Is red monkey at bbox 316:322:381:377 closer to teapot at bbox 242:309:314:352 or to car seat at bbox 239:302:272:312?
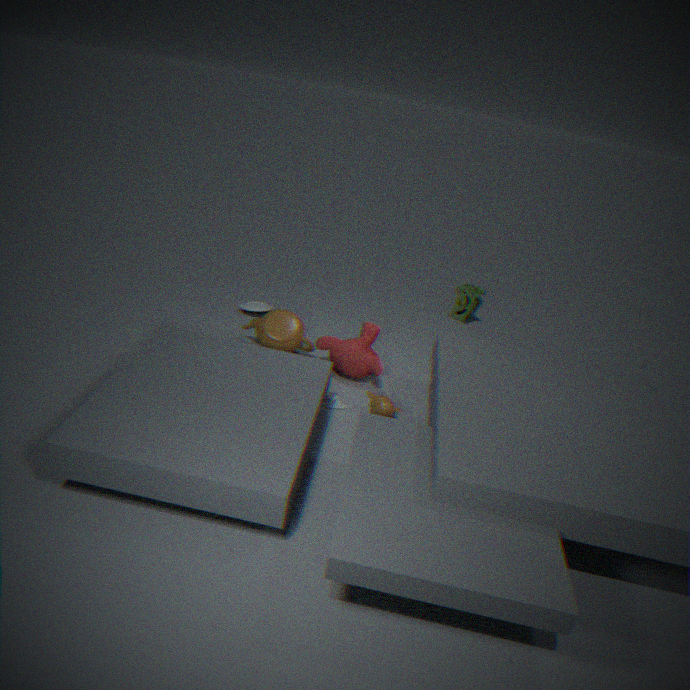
teapot at bbox 242:309:314:352
